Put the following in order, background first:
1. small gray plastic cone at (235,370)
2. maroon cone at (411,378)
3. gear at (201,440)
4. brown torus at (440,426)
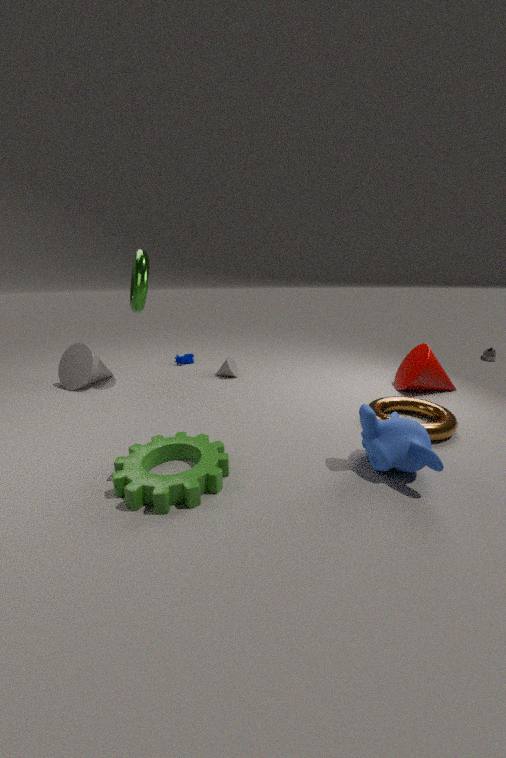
small gray plastic cone at (235,370) → maroon cone at (411,378) → brown torus at (440,426) → gear at (201,440)
